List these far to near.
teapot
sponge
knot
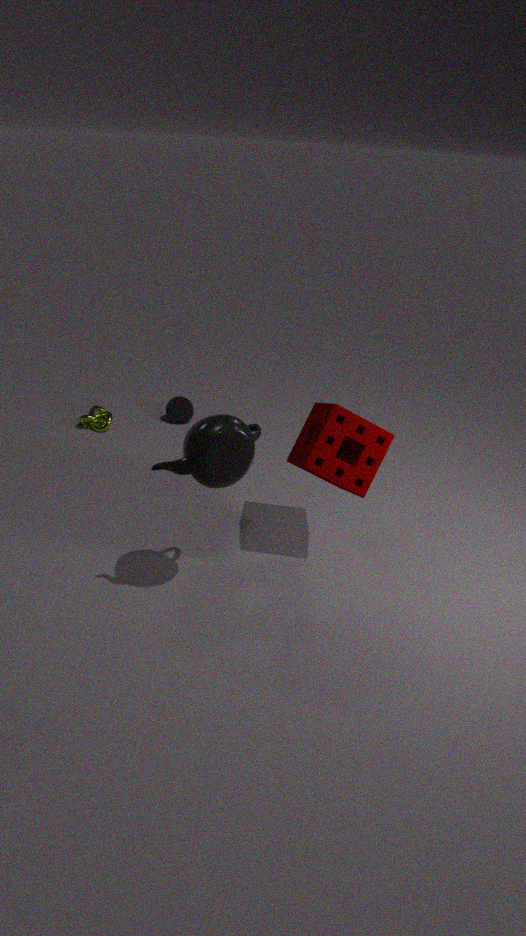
knot
sponge
teapot
